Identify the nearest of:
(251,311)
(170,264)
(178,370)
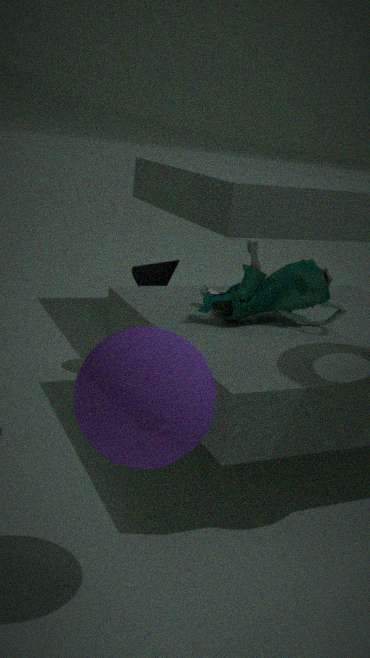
(178,370)
